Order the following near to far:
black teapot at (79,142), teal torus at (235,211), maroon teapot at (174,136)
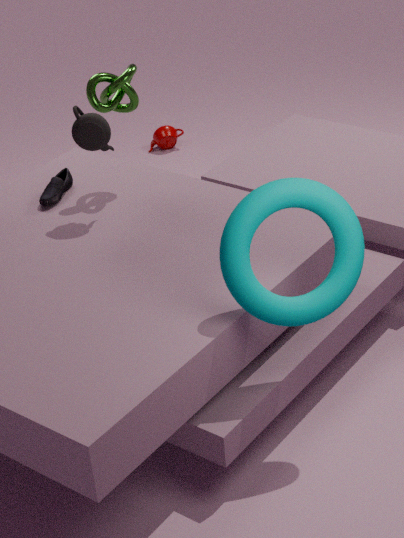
teal torus at (235,211), black teapot at (79,142), maroon teapot at (174,136)
